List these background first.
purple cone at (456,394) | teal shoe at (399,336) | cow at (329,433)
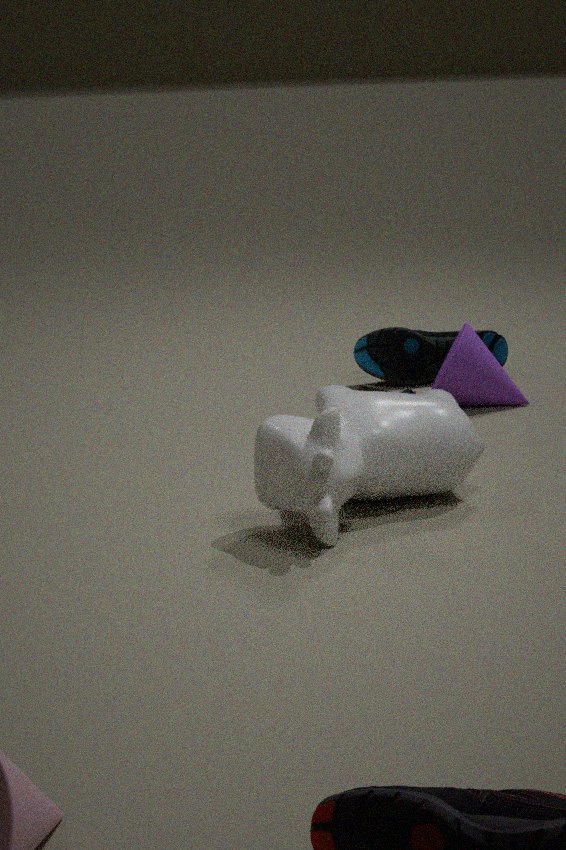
teal shoe at (399,336) → purple cone at (456,394) → cow at (329,433)
